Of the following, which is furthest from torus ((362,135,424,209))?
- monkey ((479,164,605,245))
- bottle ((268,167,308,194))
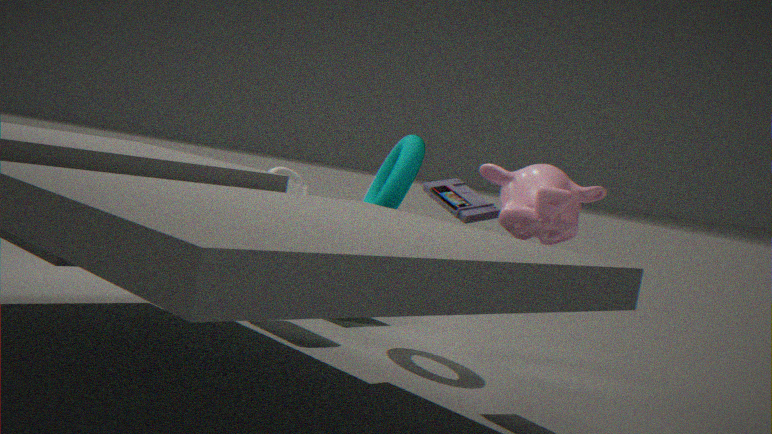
monkey ((479,164,605,245))
